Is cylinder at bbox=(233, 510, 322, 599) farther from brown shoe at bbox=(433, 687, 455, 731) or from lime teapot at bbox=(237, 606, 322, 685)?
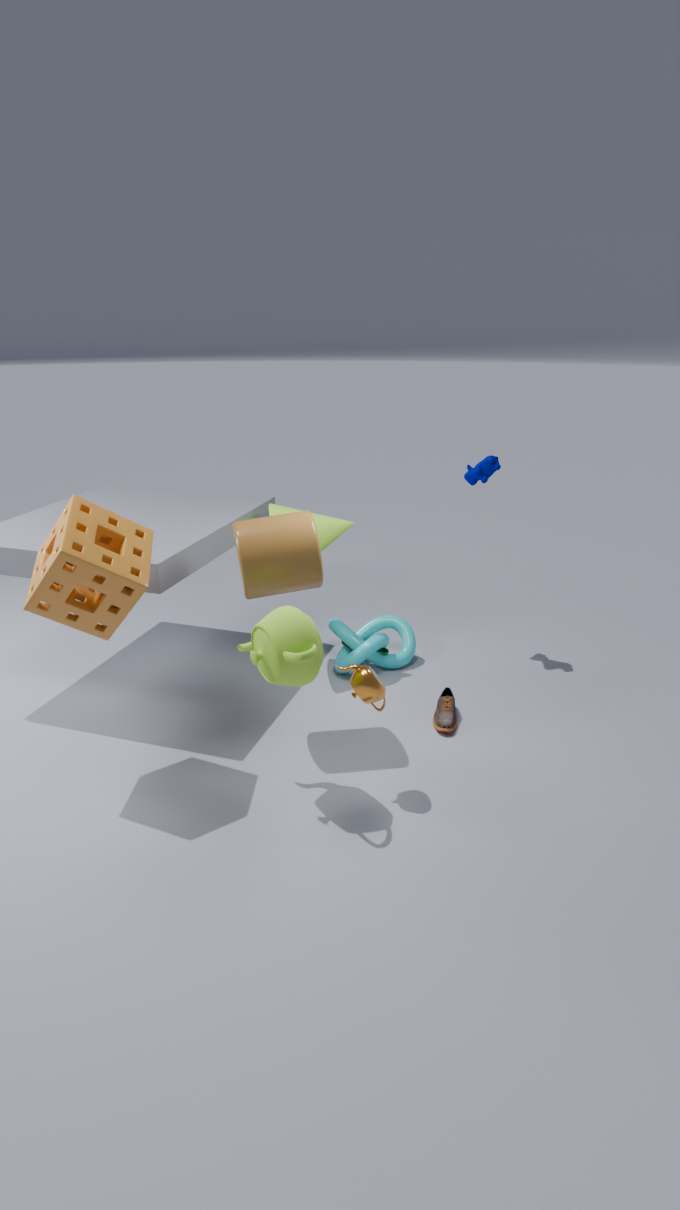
brown shoe at bbox=(433, 687, 455, 731)
